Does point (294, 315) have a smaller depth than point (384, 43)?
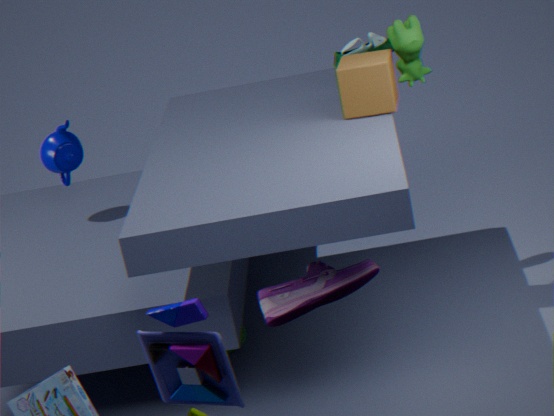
Yes
